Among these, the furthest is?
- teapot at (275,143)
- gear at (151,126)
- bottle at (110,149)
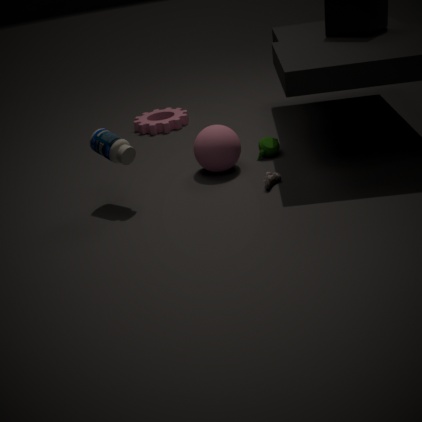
gear at (151,126)
